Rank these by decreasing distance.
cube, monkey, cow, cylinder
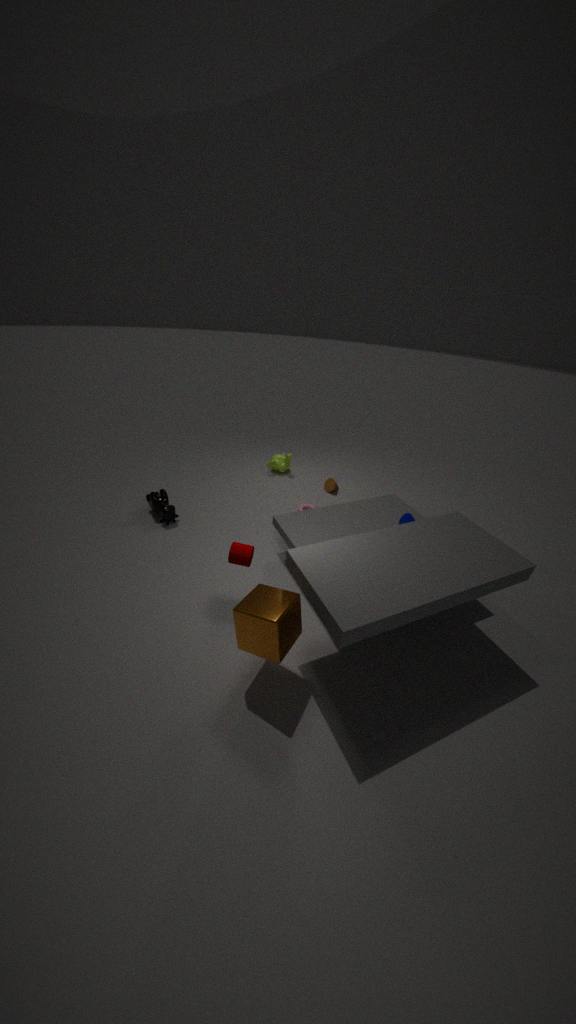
1. monkey
2. cow
3. cylinder
4. cube
